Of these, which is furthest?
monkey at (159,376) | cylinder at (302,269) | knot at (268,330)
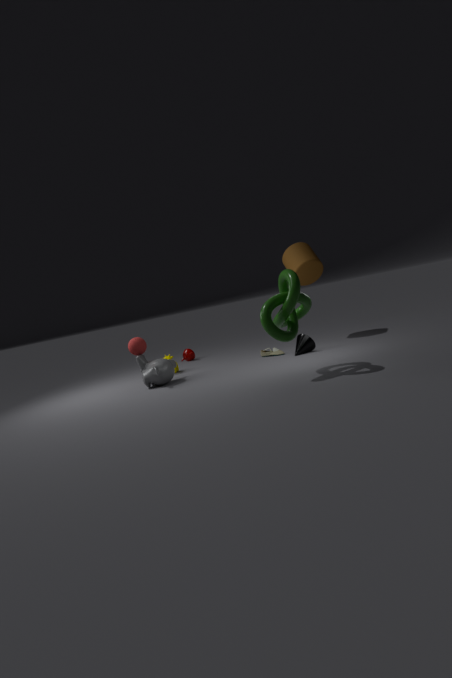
cylinder at (302,269)
